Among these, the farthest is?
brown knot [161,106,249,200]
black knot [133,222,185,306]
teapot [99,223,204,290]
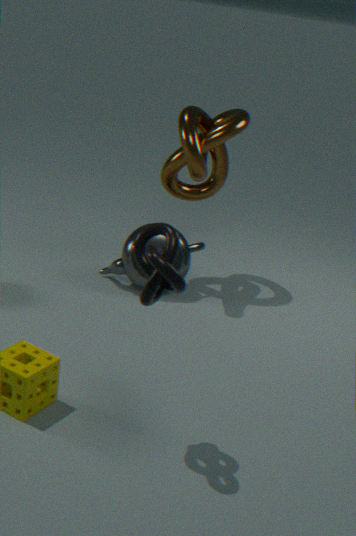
teapot [99,223,204,290]
